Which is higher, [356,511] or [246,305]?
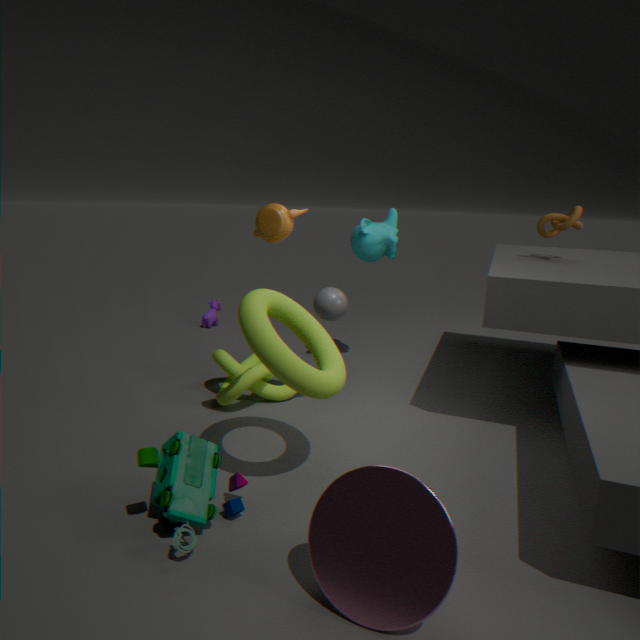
[246,305]
